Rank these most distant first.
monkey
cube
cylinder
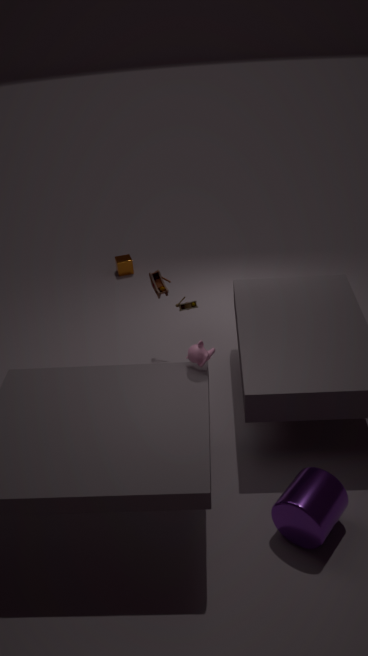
cube < monkey < cylinder
